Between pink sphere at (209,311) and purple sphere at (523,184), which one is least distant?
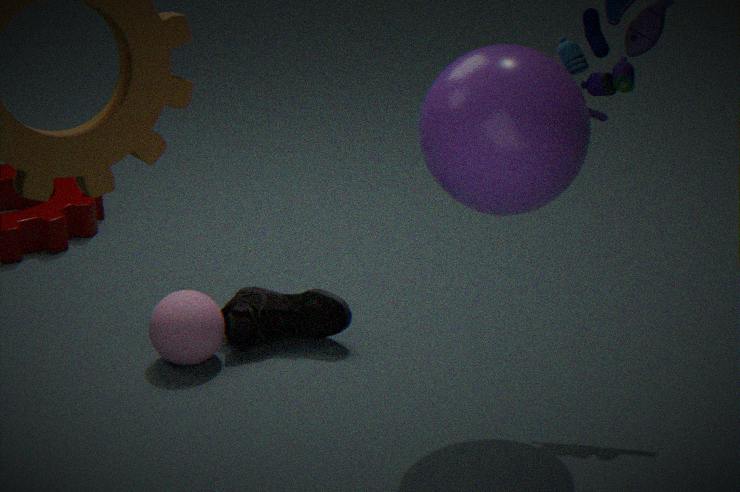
purple sphere at (523,184)
